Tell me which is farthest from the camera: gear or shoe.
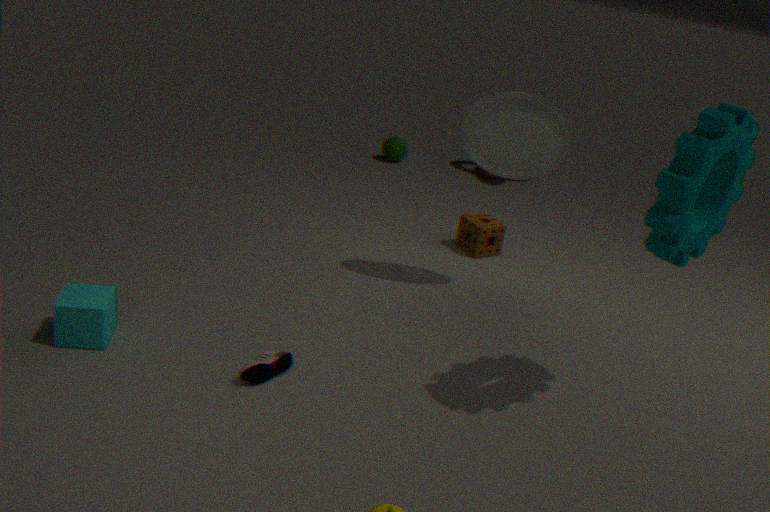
shoe
